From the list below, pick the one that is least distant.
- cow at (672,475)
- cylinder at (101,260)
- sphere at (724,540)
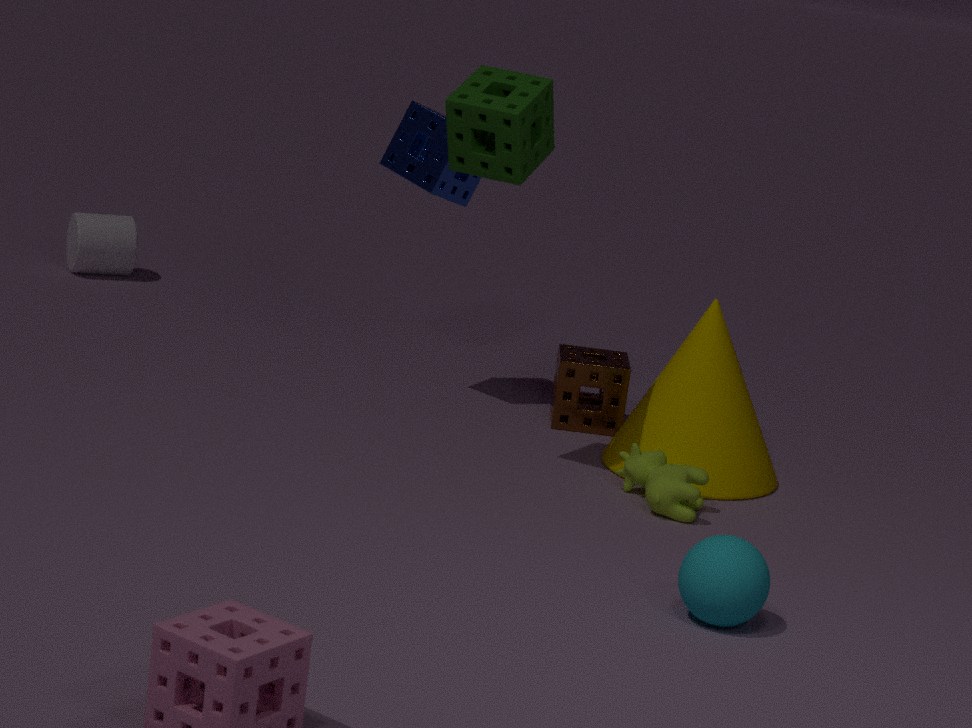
sphere at (724,540)
